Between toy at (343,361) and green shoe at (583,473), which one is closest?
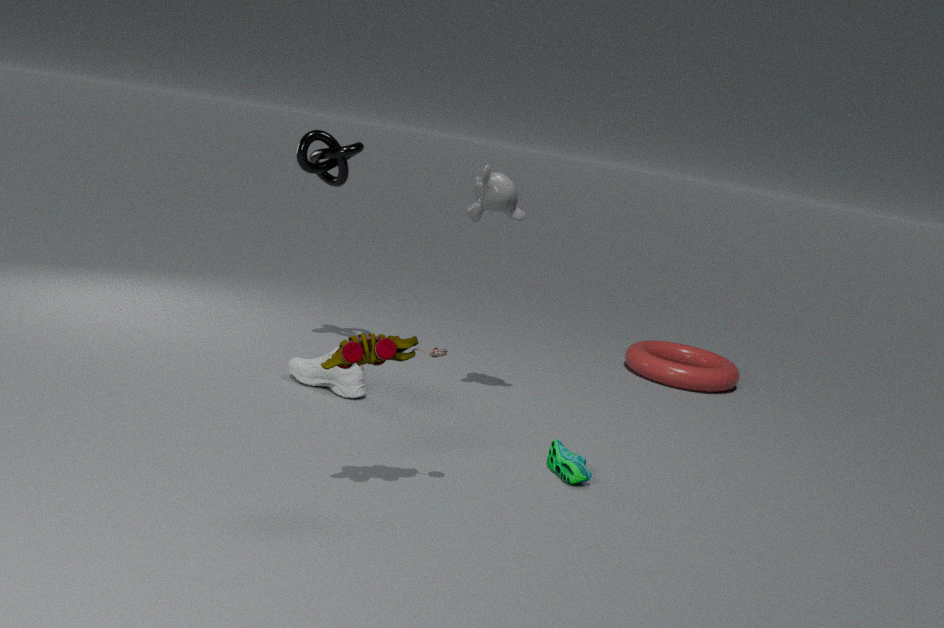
toy at (343,361)
